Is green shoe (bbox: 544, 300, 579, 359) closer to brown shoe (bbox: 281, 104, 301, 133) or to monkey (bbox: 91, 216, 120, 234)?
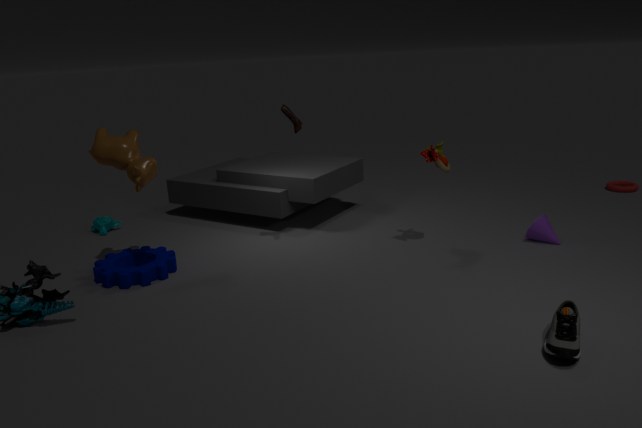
brown shoe (bbox: 281, 104, 301, 133)
